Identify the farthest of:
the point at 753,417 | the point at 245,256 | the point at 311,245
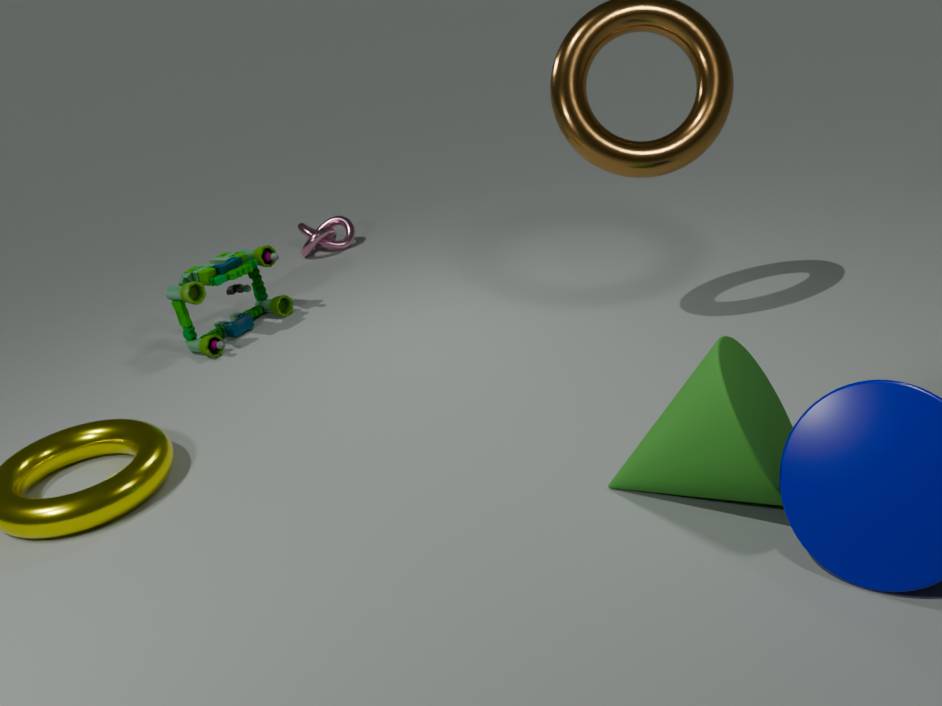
the point at 311,245
